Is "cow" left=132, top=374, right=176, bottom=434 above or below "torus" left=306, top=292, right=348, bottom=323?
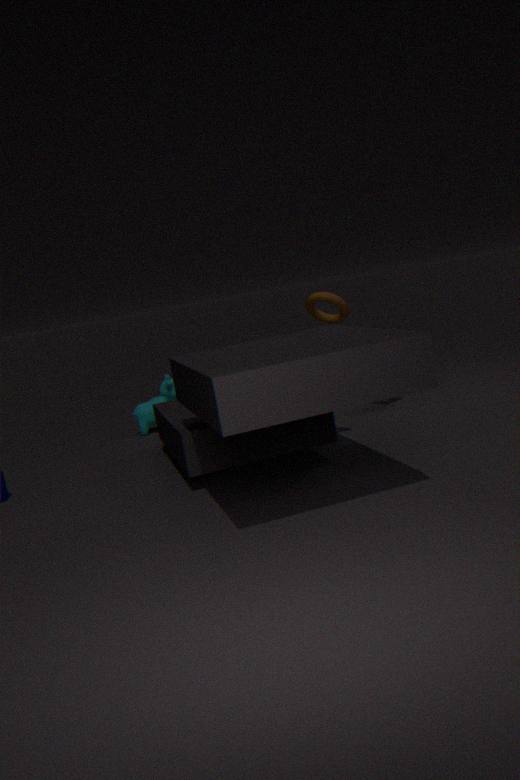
below
